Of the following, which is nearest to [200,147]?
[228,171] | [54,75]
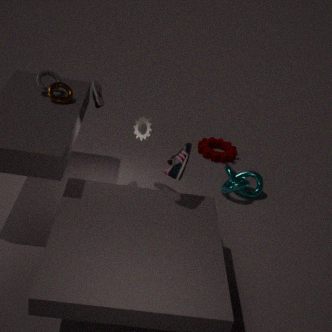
[228,171]
